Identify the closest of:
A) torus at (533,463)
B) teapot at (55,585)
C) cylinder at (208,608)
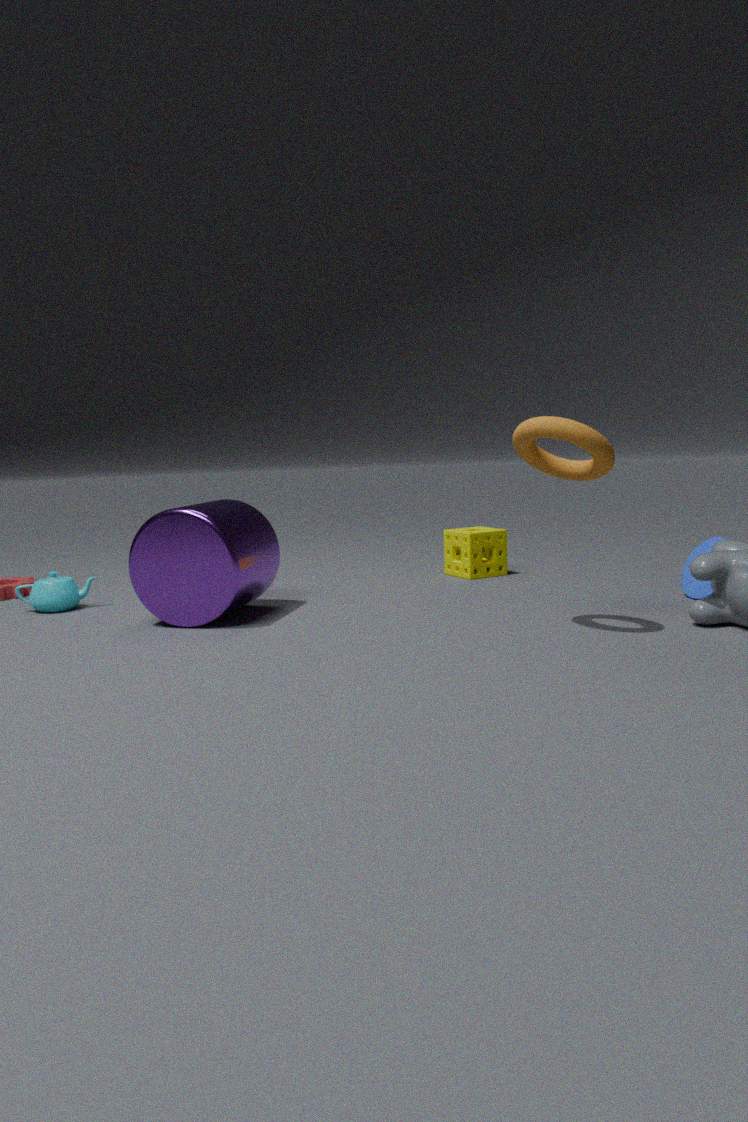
torus at (533,463)
